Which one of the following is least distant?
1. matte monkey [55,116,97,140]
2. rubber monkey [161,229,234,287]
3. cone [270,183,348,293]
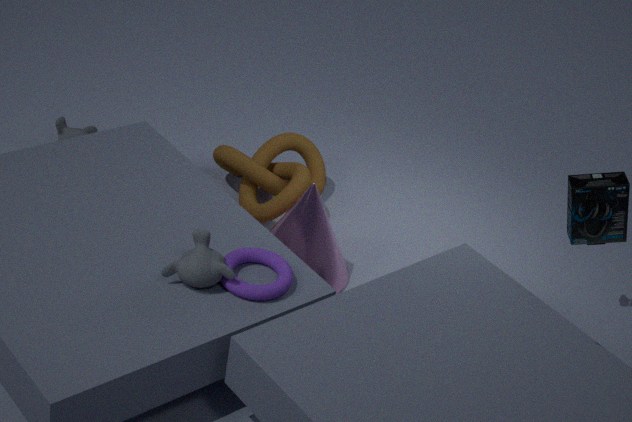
rubber monkey [161,229,234,287]
